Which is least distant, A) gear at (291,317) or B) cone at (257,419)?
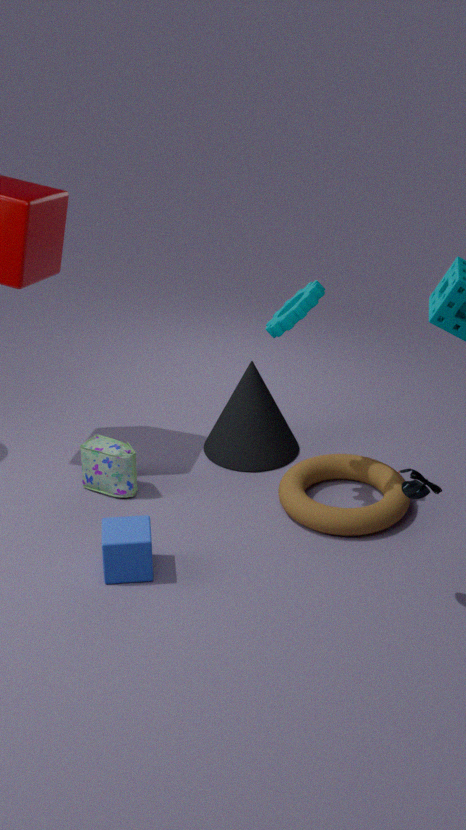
A. gear at (291,317)
